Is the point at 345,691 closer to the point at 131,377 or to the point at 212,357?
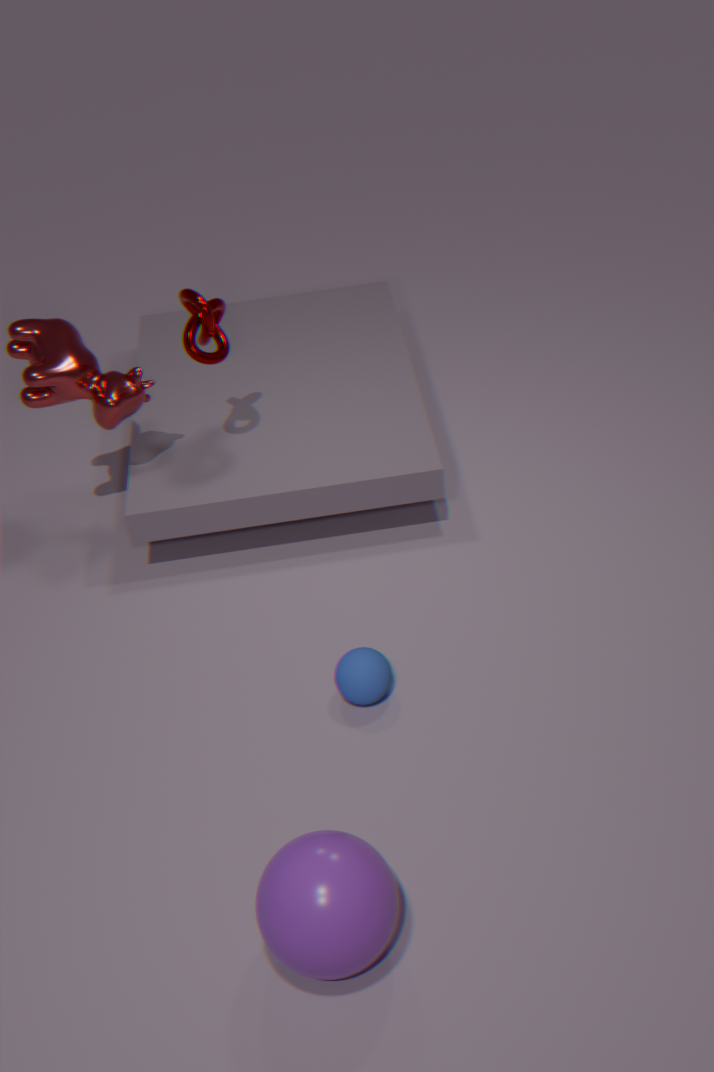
the point at 212,357
